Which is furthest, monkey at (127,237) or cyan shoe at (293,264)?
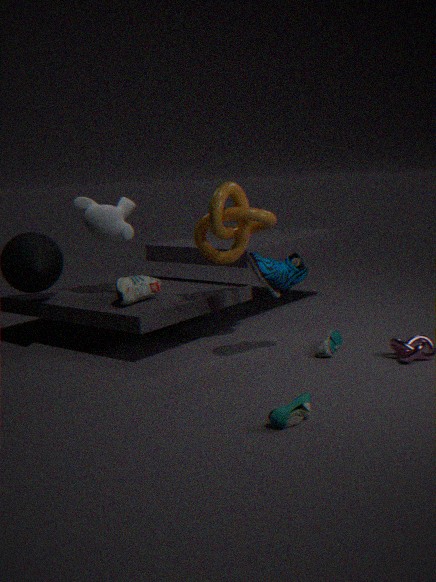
monkey at (127,237)
